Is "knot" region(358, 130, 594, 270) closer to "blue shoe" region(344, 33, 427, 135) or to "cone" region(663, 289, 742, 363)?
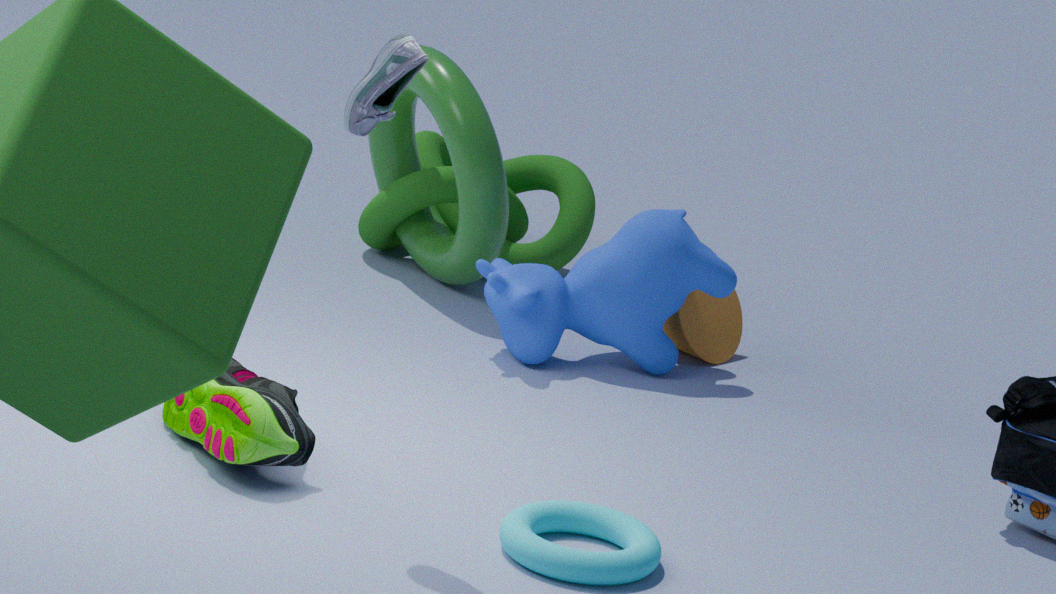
"cone" region(663, 289, 742, 363)
